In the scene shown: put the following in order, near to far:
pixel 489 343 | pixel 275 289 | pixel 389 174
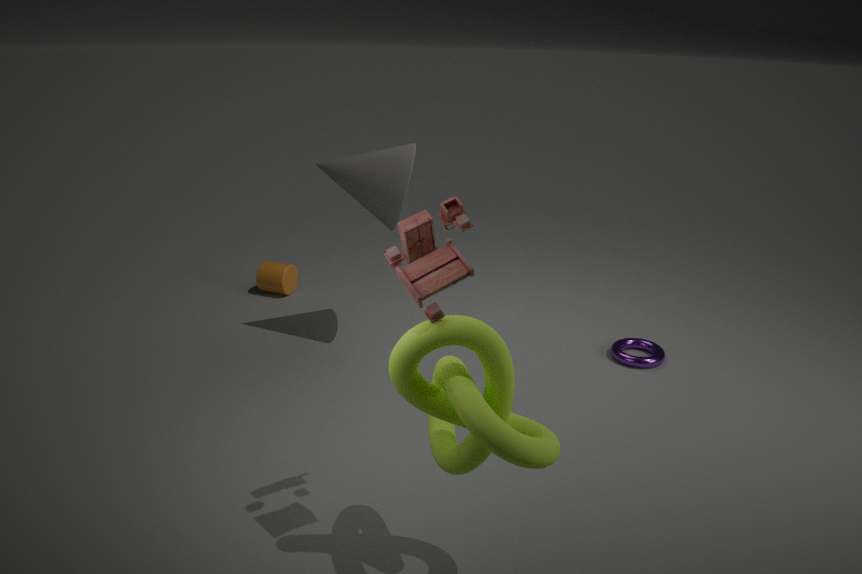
pixel 489 343 < pixel 389 174 < pixel 275 289
